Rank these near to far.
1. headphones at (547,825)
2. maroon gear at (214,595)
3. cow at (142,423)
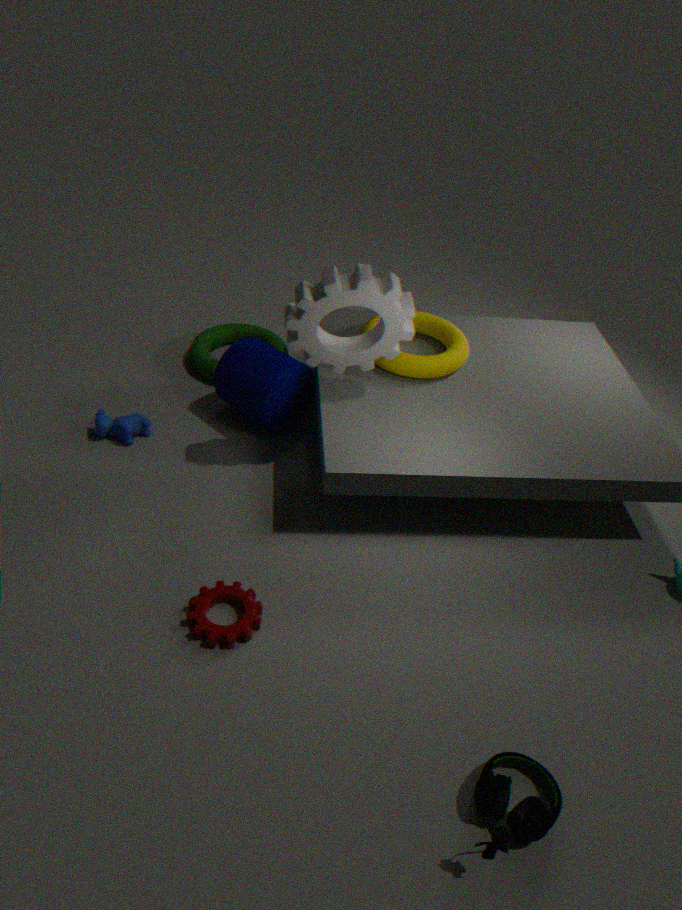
headphones at (547,825)
maroon gear at (214,595)
cow at (142,423)
